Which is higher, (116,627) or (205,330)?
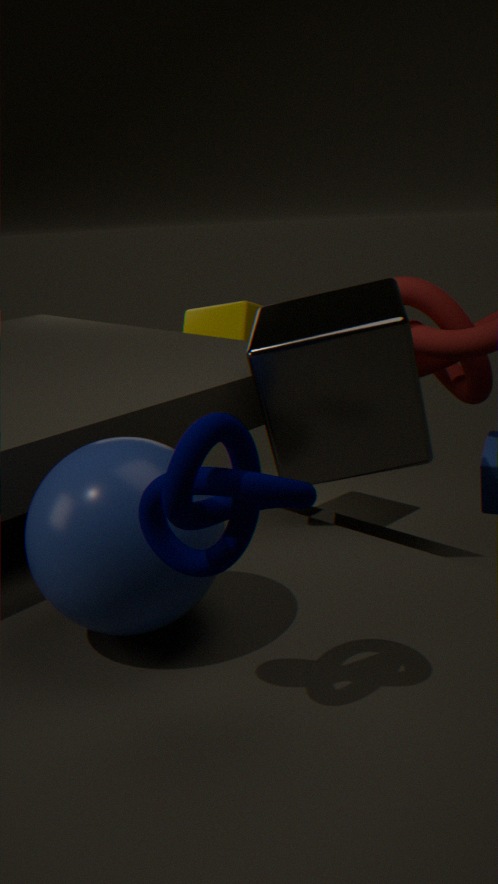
(116,627)
